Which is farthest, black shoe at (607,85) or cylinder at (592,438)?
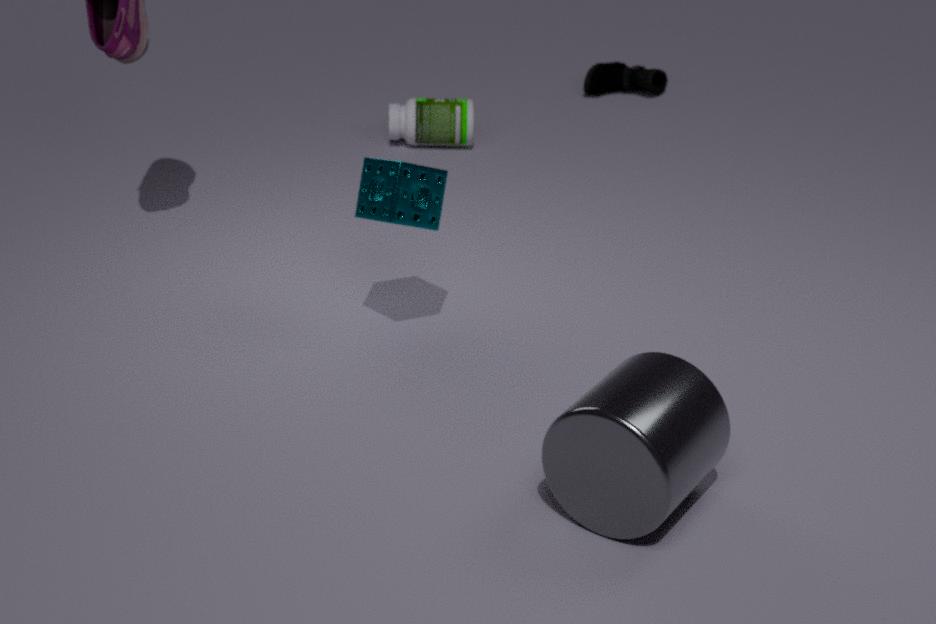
black shoe at (607,85)
